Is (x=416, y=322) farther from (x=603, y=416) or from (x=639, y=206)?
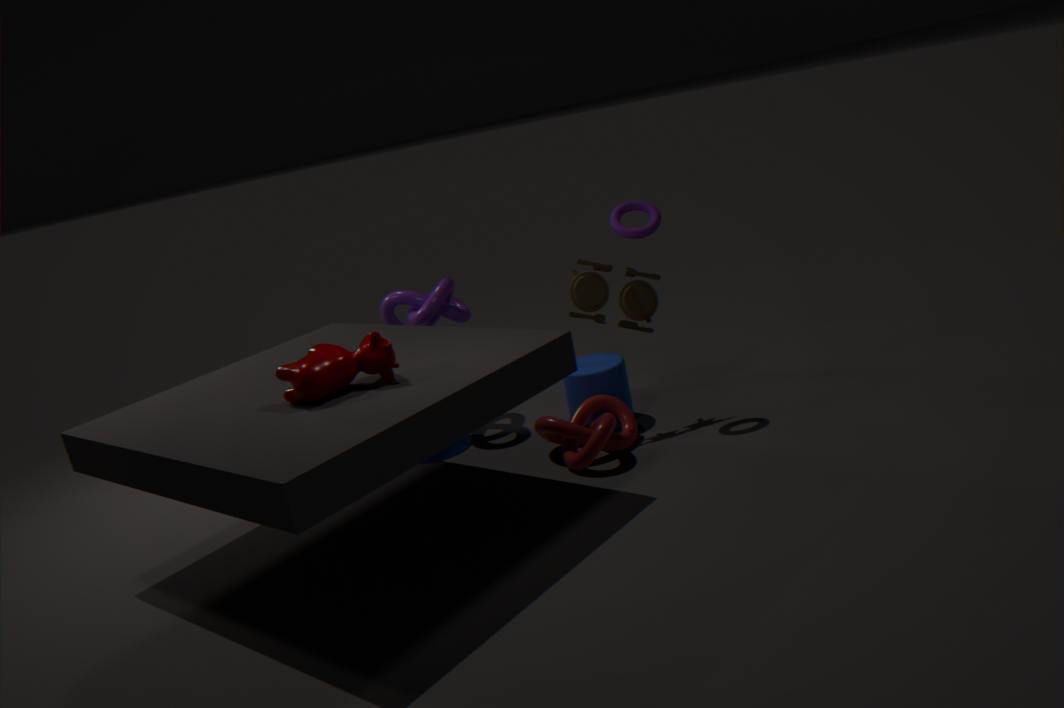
(x=639, y=206)
